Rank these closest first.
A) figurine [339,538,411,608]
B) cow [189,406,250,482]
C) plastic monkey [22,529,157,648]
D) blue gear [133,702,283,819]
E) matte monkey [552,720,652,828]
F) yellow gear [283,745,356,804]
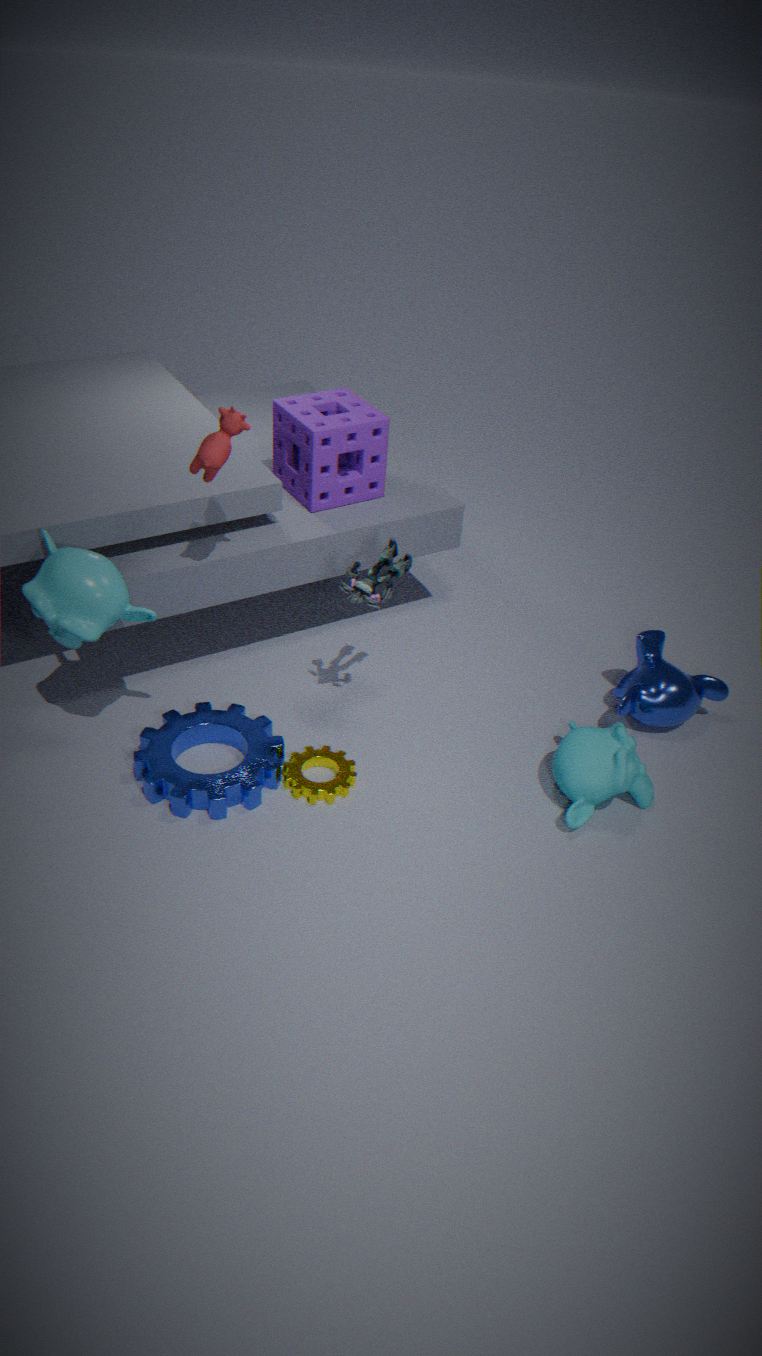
cow [189,406,250,482], plastic monkey [22,529,157,648], blue gear [133,702,283,819], matte monkey [552,720,652,828], yellow gear [283,745,356,804], figurine [339,538,411,608]
